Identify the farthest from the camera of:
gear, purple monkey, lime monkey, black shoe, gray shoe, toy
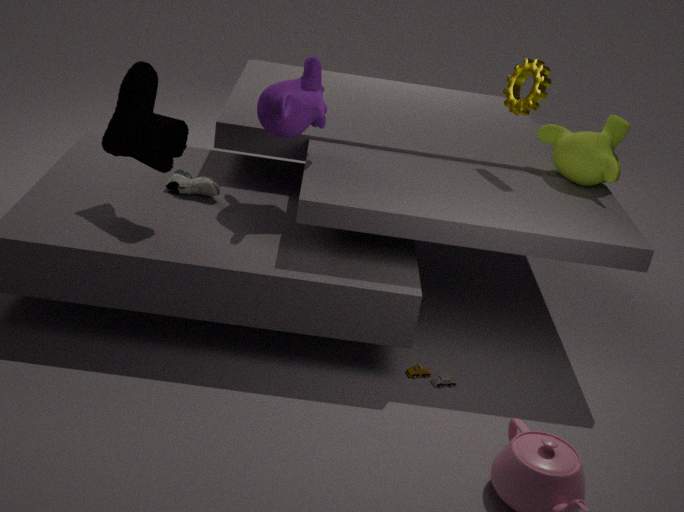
lime monkey
